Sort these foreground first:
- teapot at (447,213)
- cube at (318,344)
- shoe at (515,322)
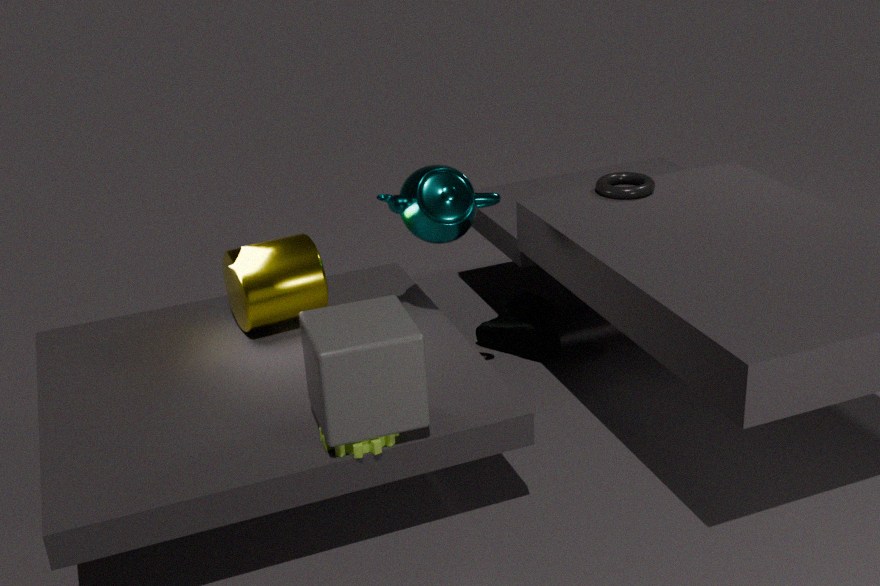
cube at (318,344), teapot at (447,213), shoe at (515,322)
